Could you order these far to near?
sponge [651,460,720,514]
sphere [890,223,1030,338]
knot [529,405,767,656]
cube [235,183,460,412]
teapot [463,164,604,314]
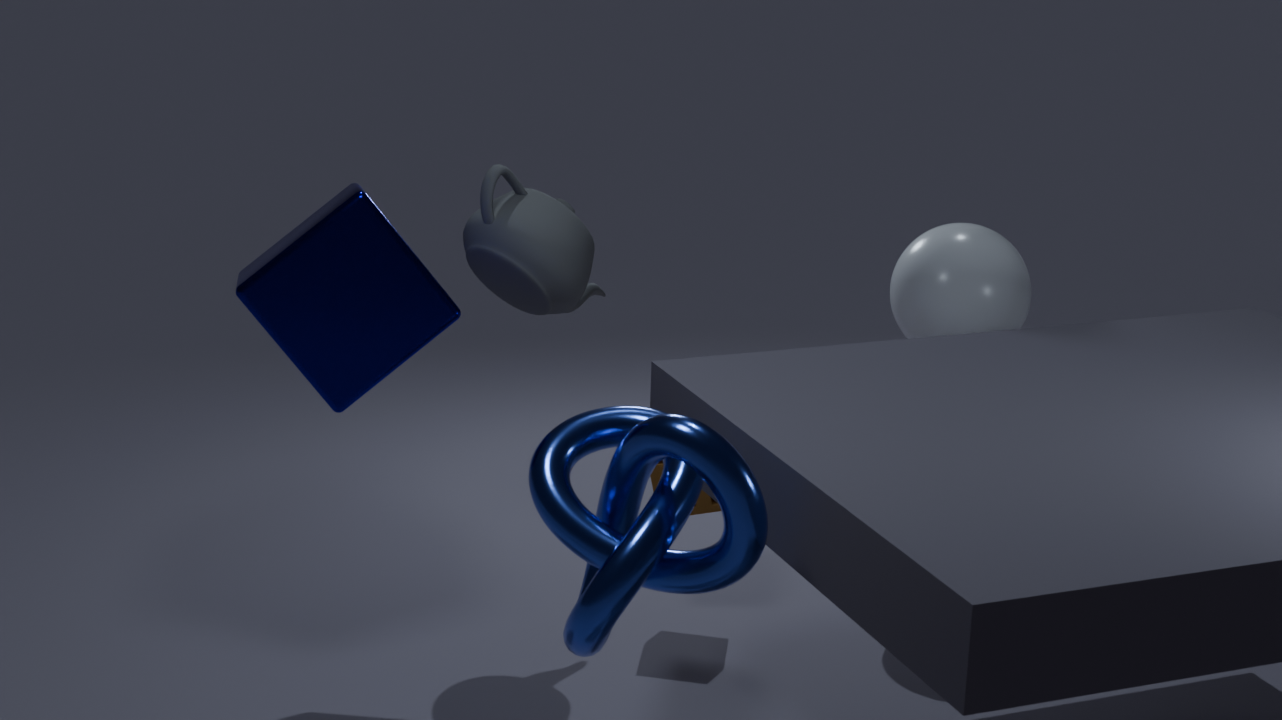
sponge [651,460,720,514] → sphere [890,223,1030,338] → teapot [463,164,604,314] → cube [235,183,460,412] → knot [529,405,767,656]
